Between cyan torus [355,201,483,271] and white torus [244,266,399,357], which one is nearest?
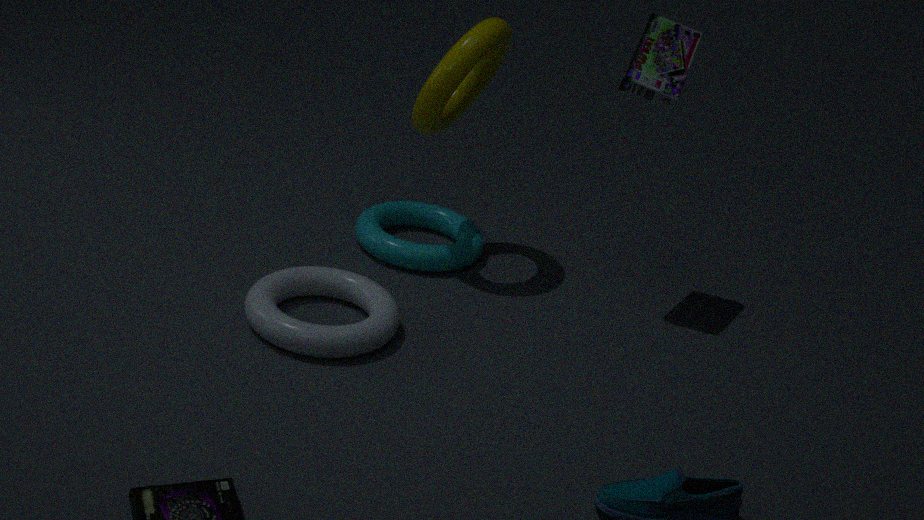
white torus [244,266,399,357]
